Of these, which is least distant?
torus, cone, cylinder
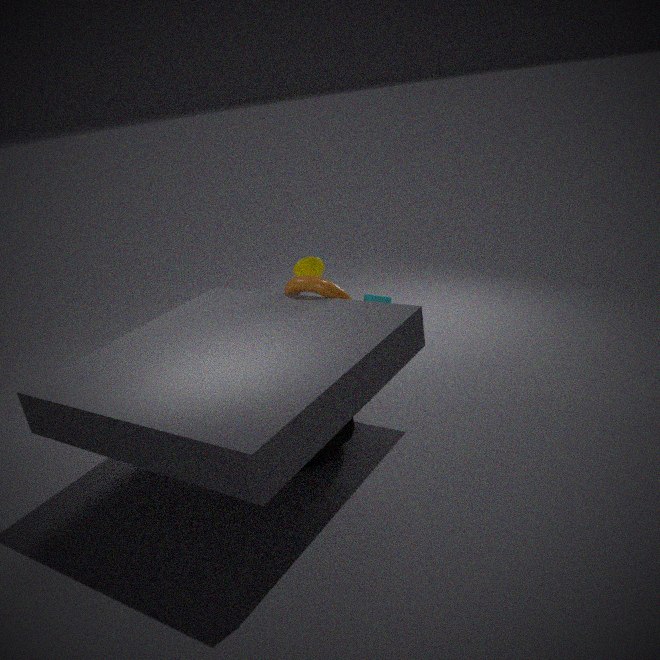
cylinder
